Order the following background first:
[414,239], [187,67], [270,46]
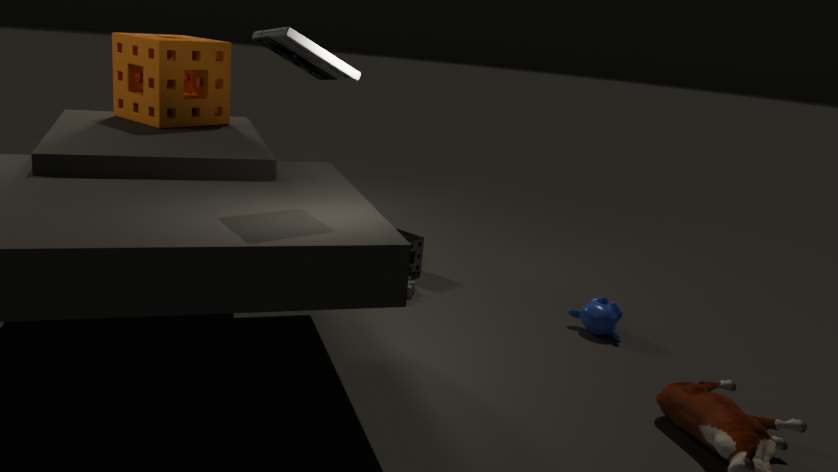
[414,239], [187,67], [270,46]
